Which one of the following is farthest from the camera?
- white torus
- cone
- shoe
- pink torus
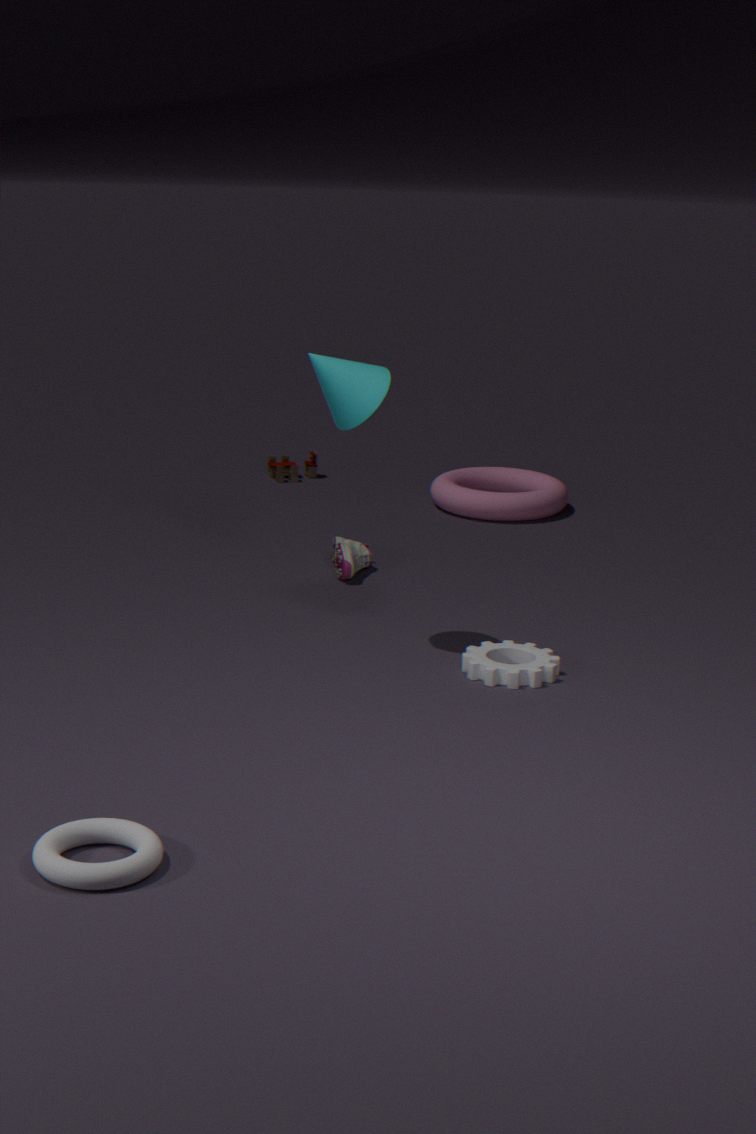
pink torus
